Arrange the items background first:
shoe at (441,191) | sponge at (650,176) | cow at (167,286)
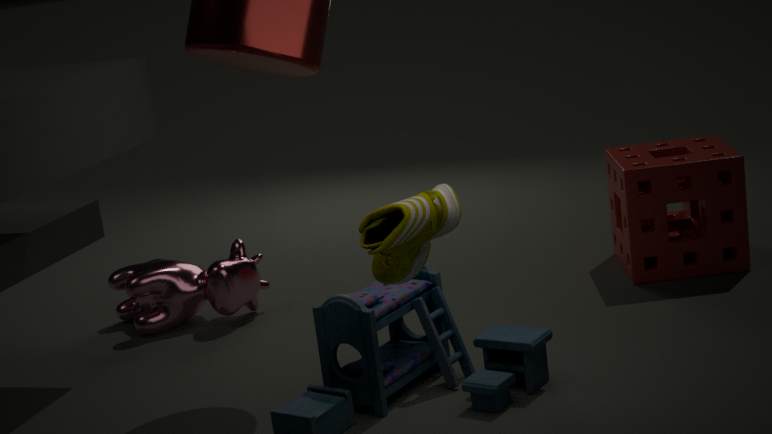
cow at (167,286), sponge at (650,176), shoe at (441,191)
